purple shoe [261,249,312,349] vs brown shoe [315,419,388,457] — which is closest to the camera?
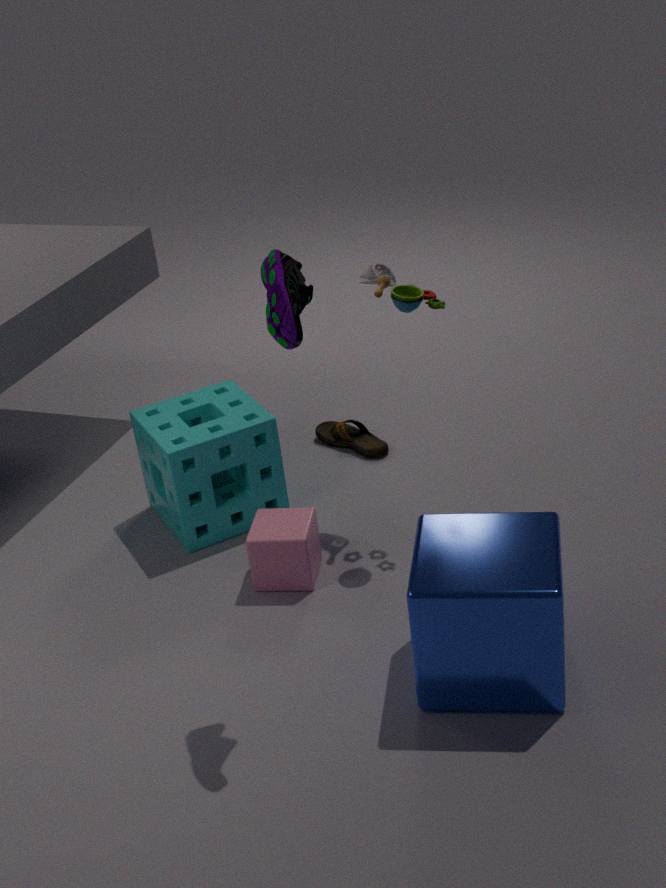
purple shoe [261,249,312,349]
